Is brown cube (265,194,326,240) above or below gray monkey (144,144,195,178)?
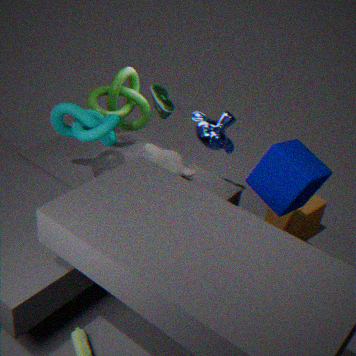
below
